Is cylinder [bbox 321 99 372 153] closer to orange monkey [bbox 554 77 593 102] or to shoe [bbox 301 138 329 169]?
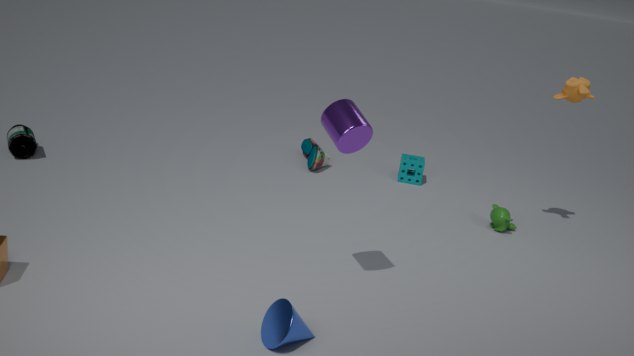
orange monkey [bbox 554 77 593 102]
